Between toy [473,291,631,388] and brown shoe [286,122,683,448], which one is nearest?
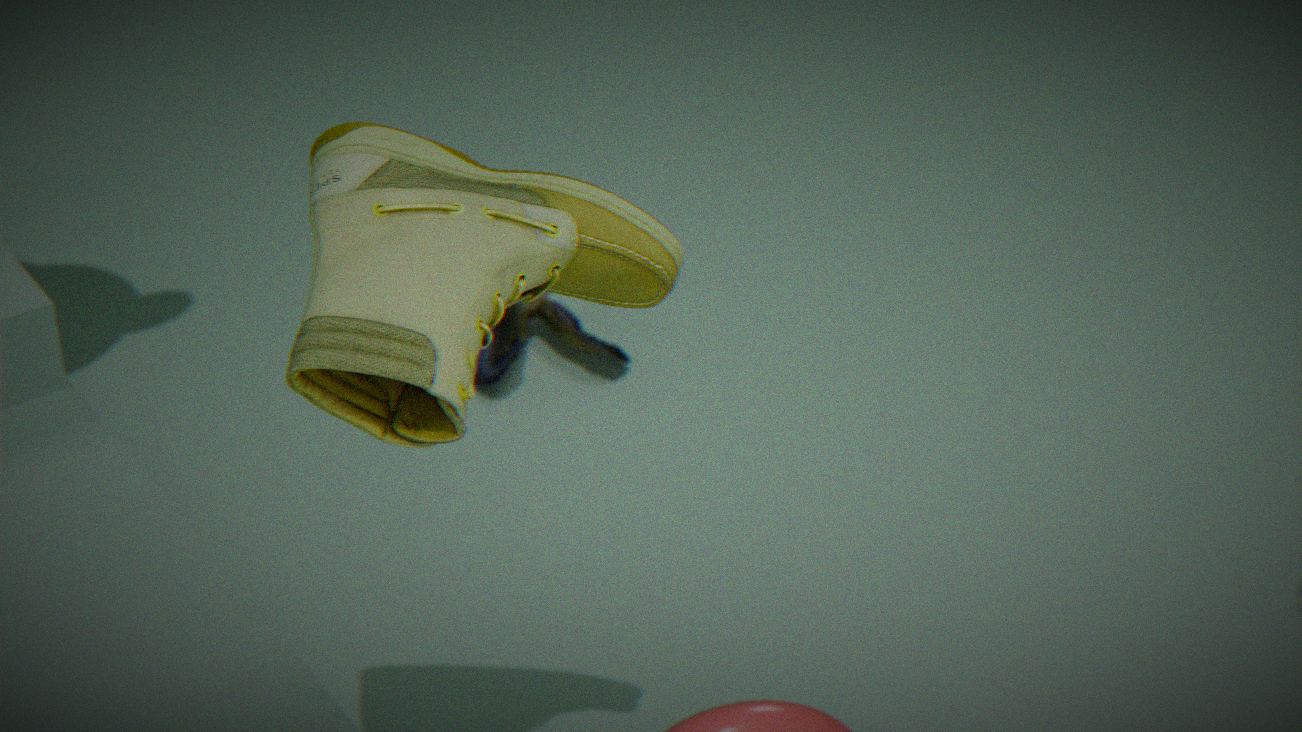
brown shoe [286,122,683,448]
